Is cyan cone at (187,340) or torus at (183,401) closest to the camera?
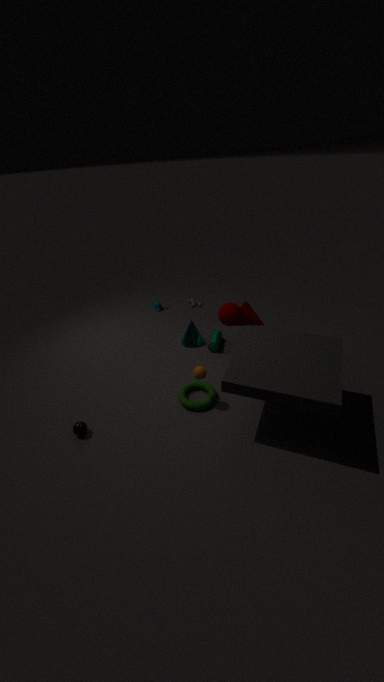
torus at (183,401)
